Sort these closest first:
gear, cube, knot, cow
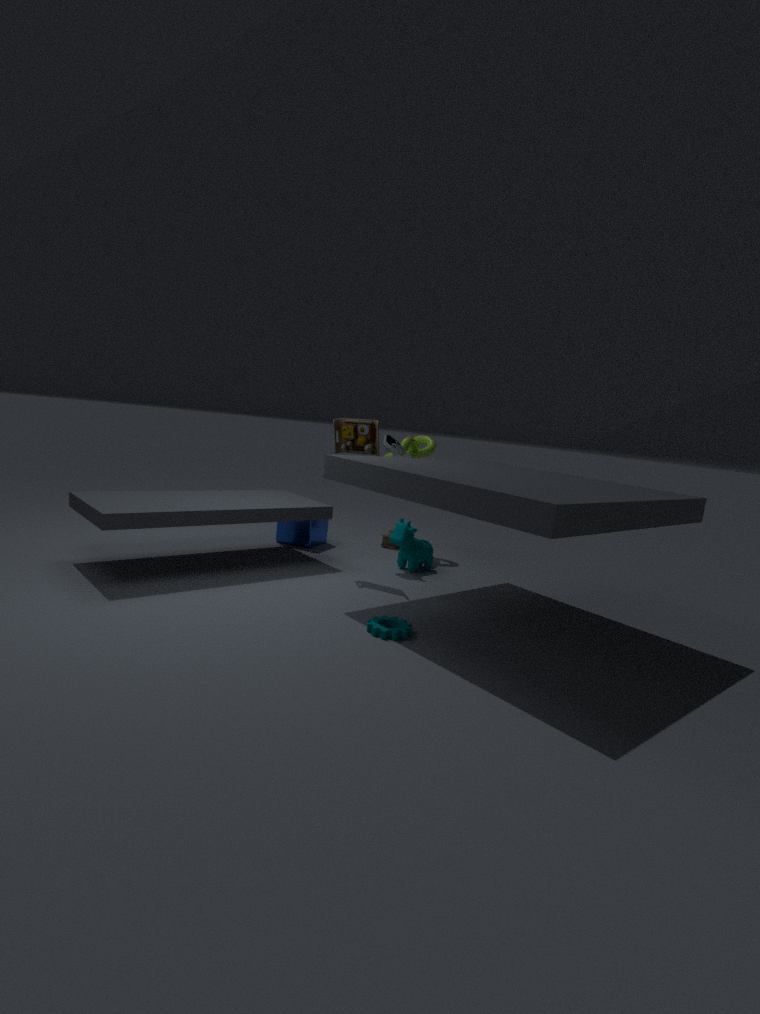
1. gear
2. cow
3. cube
4. knot
